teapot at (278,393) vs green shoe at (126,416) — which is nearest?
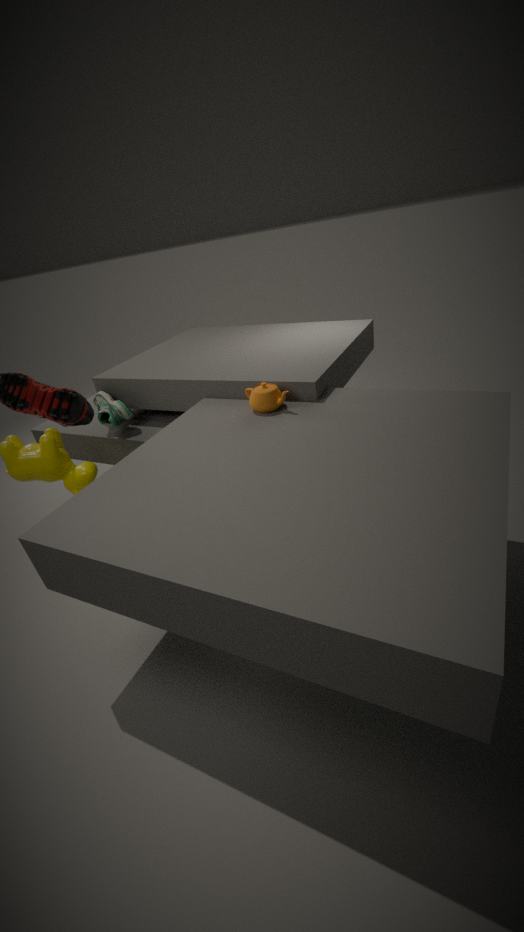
teapot at (278,393)
